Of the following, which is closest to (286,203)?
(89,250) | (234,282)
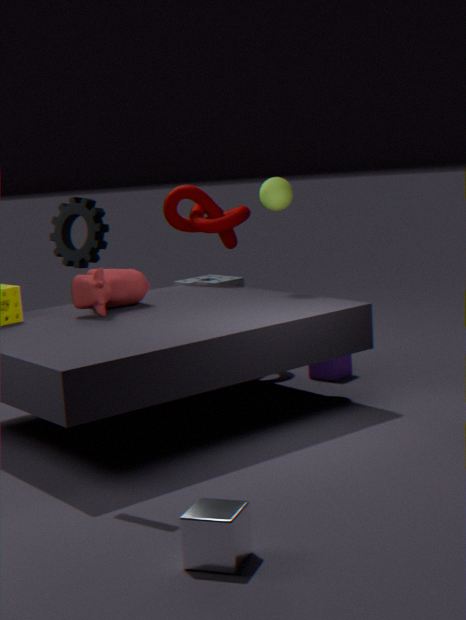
(89,250)
